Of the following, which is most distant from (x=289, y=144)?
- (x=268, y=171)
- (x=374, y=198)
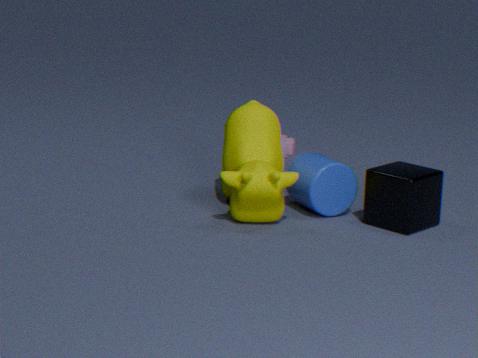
(x=374, y=198)
